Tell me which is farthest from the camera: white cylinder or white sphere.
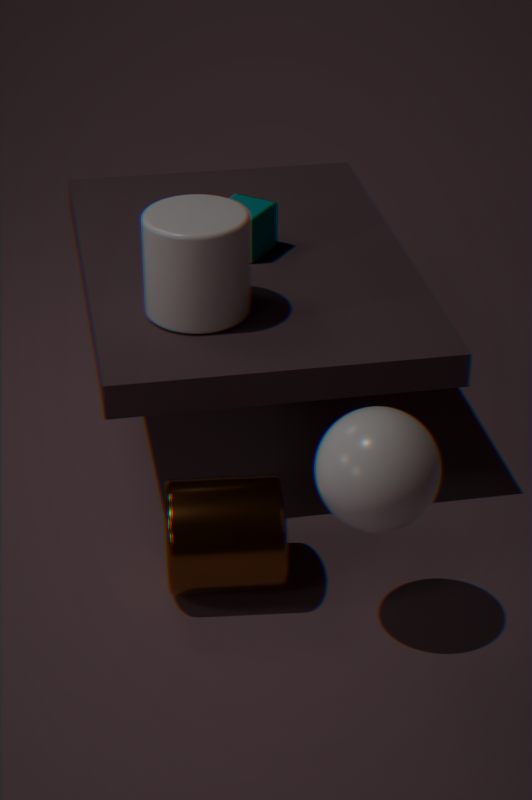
white cylinder
